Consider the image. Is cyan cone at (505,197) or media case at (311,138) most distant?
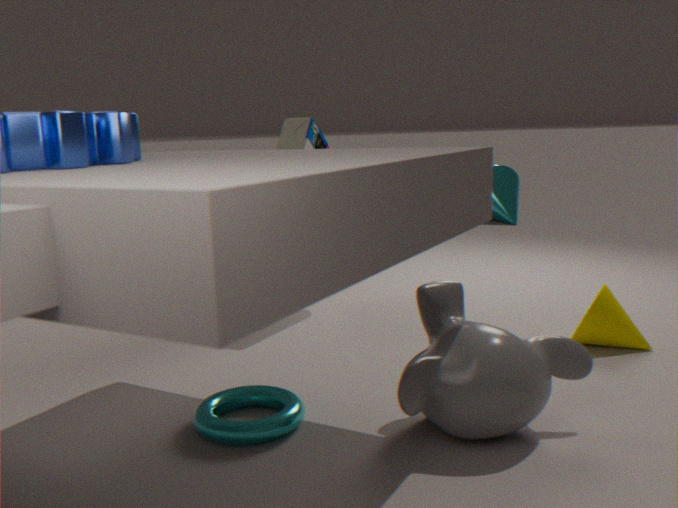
cyan cone at (505,197)
